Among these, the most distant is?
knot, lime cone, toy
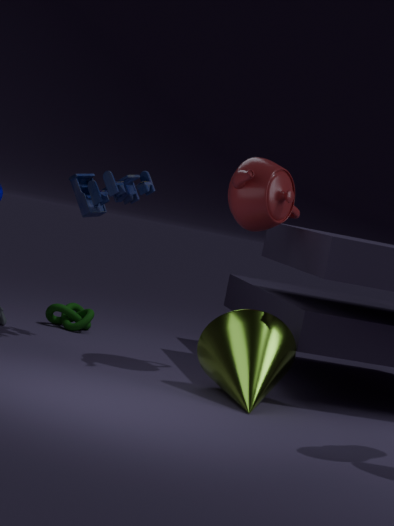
knot
